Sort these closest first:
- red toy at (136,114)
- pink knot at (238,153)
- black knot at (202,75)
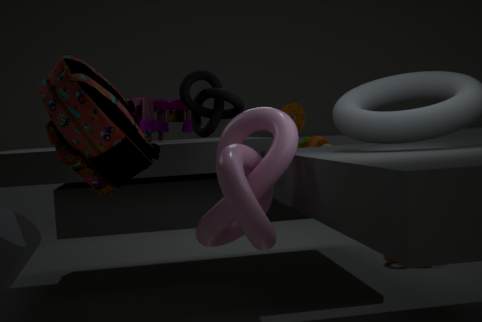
pink knot at (238,153) < black knot at (202,75) < red toy at (136,114)
